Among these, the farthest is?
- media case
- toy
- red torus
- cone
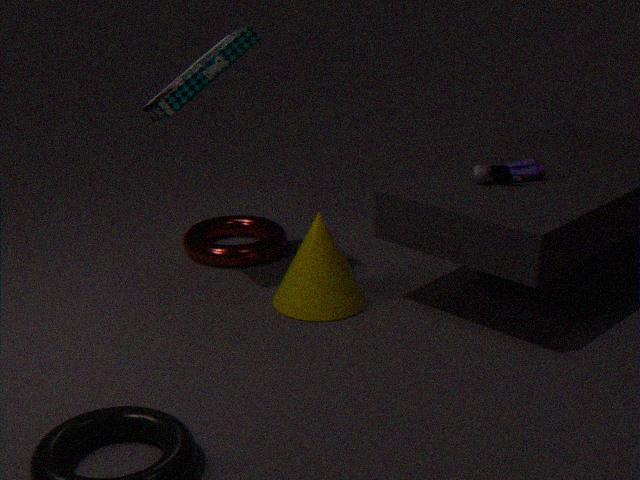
red torus
